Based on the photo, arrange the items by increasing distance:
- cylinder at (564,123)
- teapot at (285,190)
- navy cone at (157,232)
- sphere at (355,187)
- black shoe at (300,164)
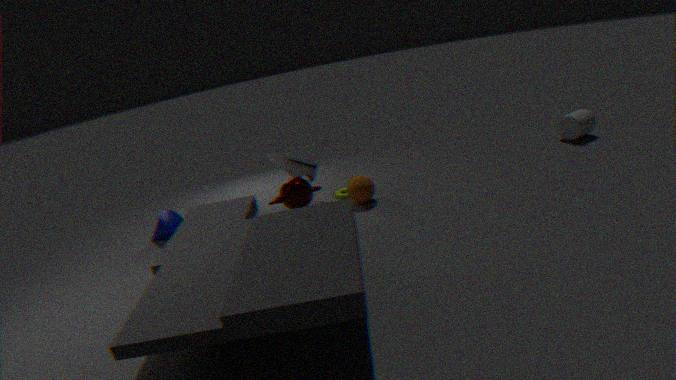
teapot at (285,190), black shoe at (300,164), sphere at (355,187), navy cone at (157,232), cylinder at (564,123)
